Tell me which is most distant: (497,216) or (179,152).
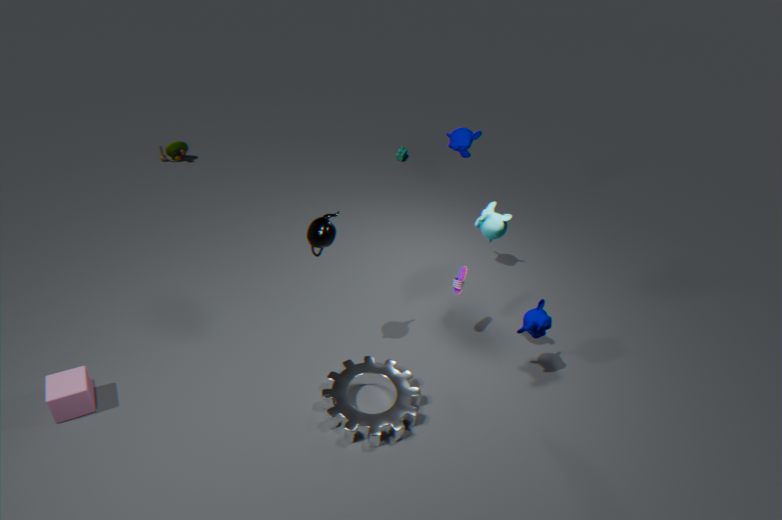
(179,152)
